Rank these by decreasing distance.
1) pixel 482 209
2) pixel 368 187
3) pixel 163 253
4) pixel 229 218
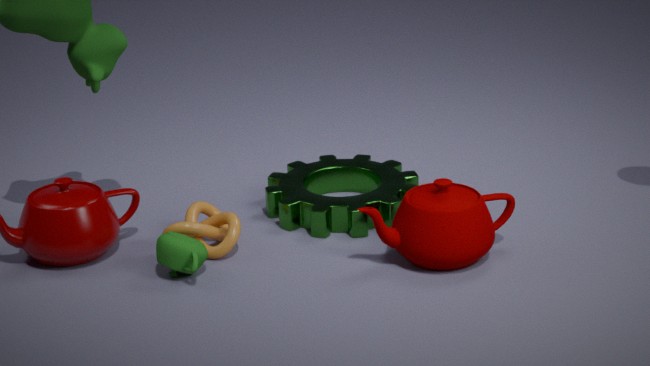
2. pixel 368 187
4. pixel 229 218
1. pixel 482 209
3. pixel 163 253
